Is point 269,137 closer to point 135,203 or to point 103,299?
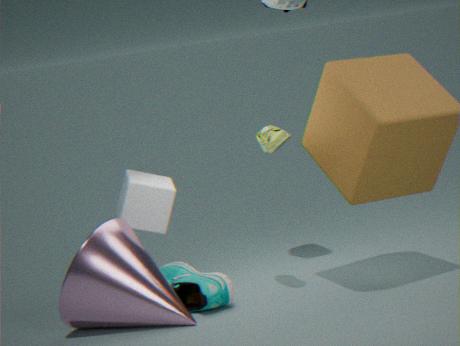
point 135,203
